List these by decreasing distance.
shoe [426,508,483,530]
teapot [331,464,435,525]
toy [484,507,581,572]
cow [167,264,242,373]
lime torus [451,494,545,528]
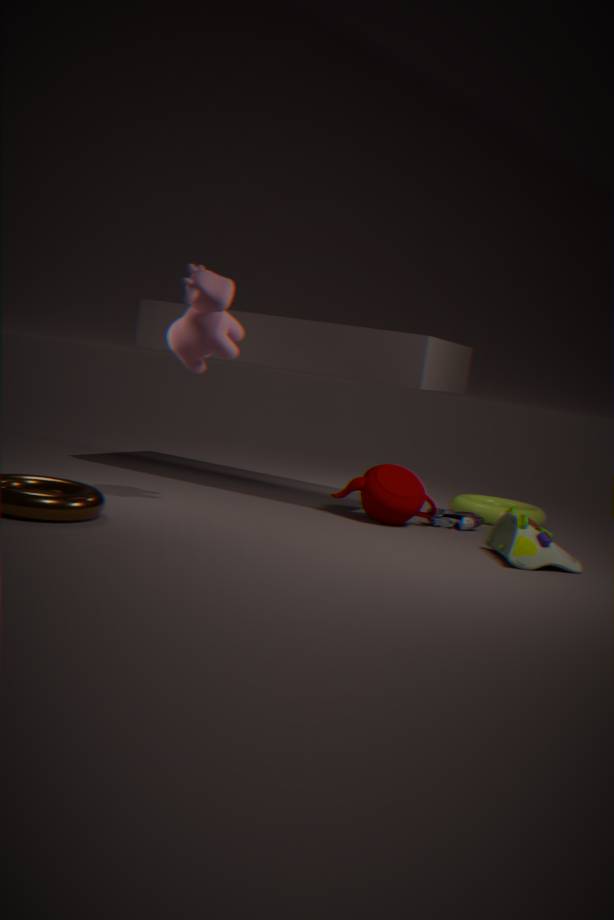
lime torus [451,494,545,528], shoe [426,508,483,530], teapot [331,464,435,525], toy [484,507,581,572], cow [167,264,242,373]
